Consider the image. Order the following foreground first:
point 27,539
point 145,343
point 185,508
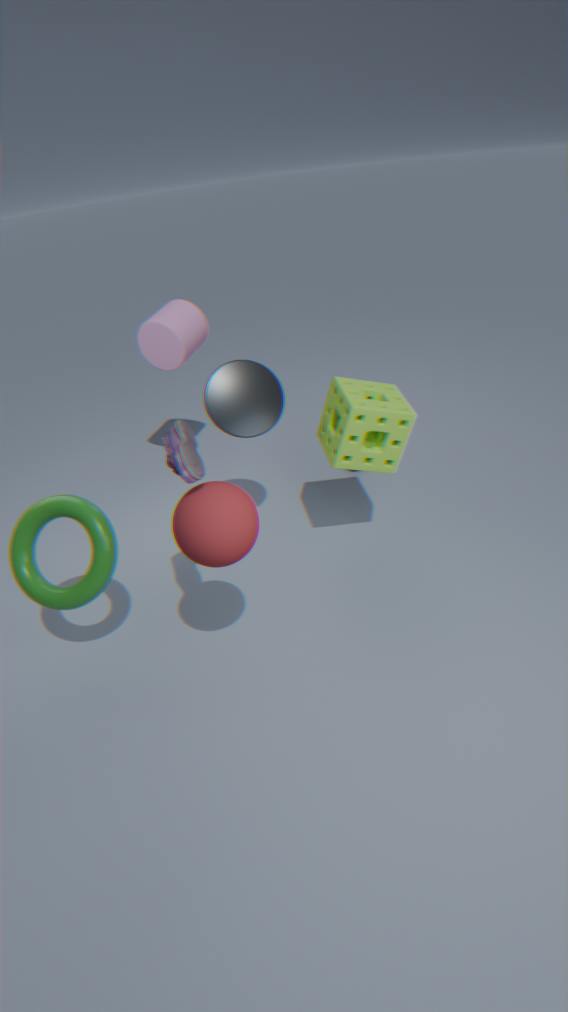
1. point 185,508
2. point 27,539
3. point 145,343
